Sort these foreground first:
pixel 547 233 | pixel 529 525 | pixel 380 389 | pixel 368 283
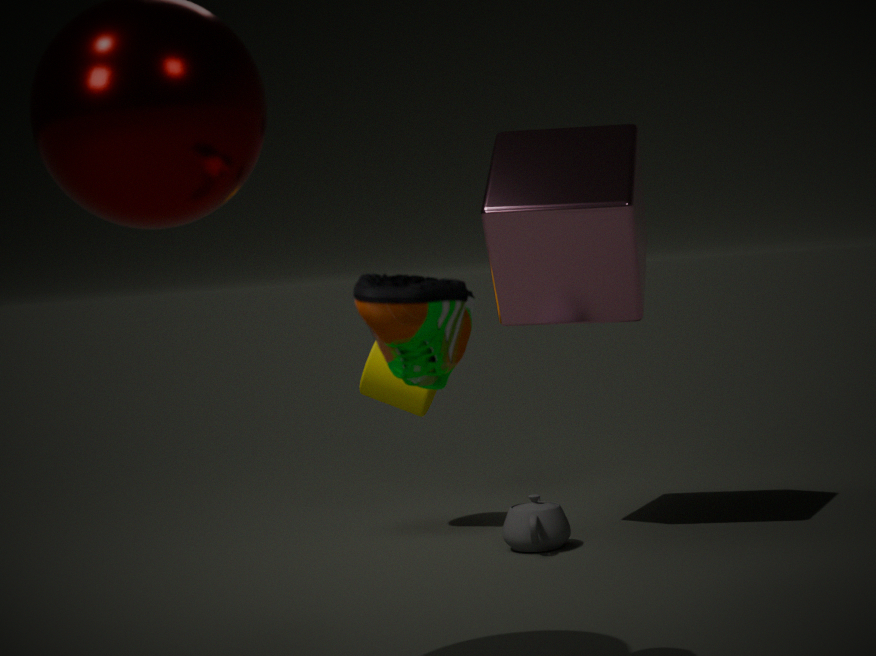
pixel 368 283
pixel 547 233
pixel 529 525
pixel 380 389
